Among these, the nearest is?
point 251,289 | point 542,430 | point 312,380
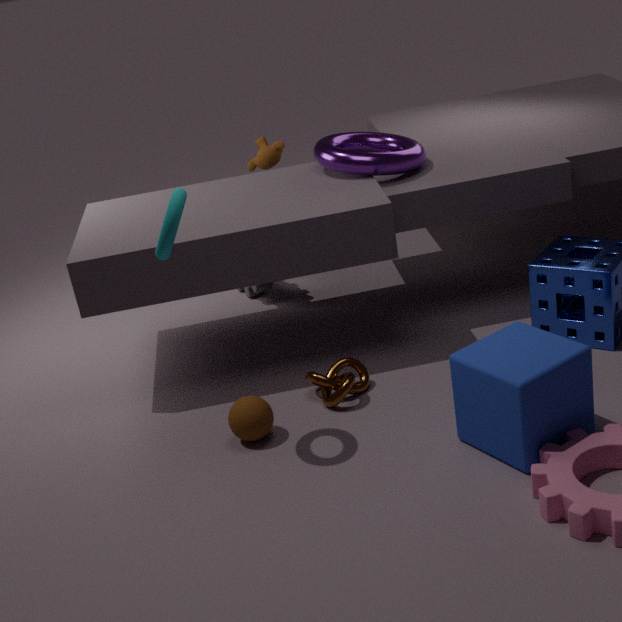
point 542,430
